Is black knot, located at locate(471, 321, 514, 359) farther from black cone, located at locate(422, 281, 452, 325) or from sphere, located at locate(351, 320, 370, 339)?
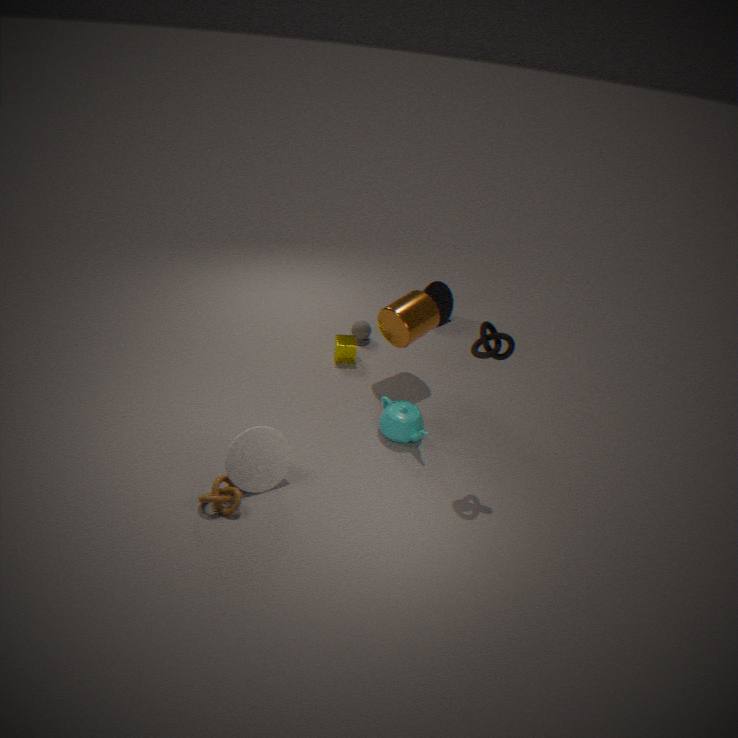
black cone, located at locate(422, 281, 452, 325)
